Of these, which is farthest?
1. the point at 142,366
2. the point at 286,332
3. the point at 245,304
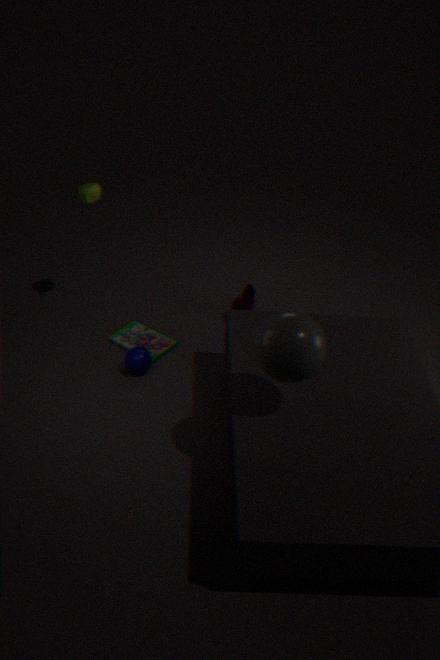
the point at 245,304
